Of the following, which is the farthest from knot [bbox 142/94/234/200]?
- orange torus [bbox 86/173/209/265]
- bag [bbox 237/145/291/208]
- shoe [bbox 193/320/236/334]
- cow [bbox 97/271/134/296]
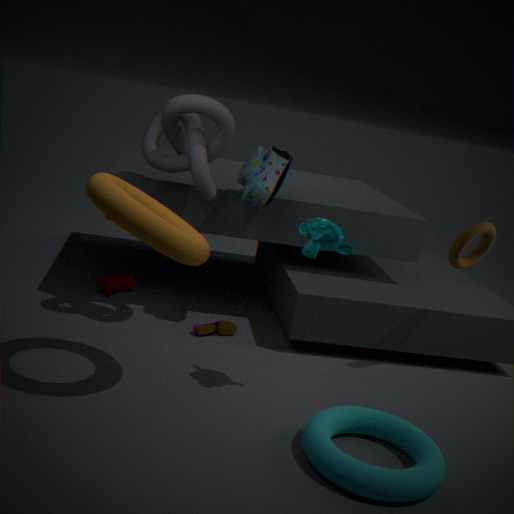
cow [bbox 97/271/134/296]
